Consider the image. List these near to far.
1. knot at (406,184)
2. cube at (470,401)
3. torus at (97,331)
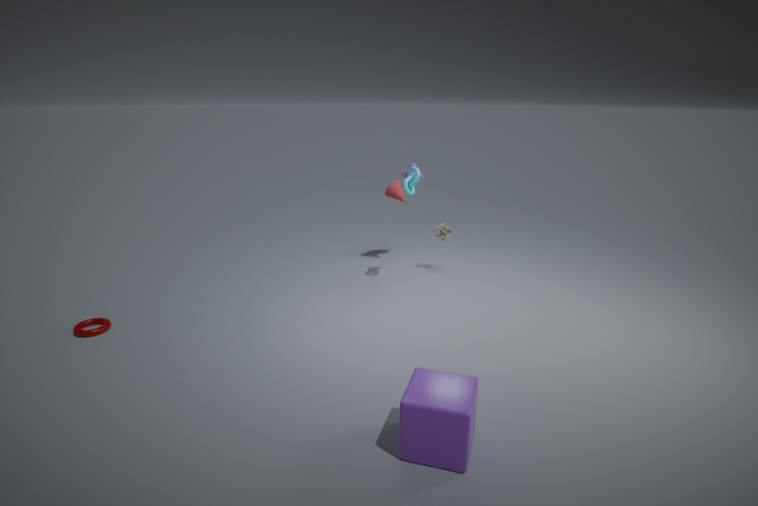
cube at (470,401) → torus at (97,331) → knot at (406,184)
